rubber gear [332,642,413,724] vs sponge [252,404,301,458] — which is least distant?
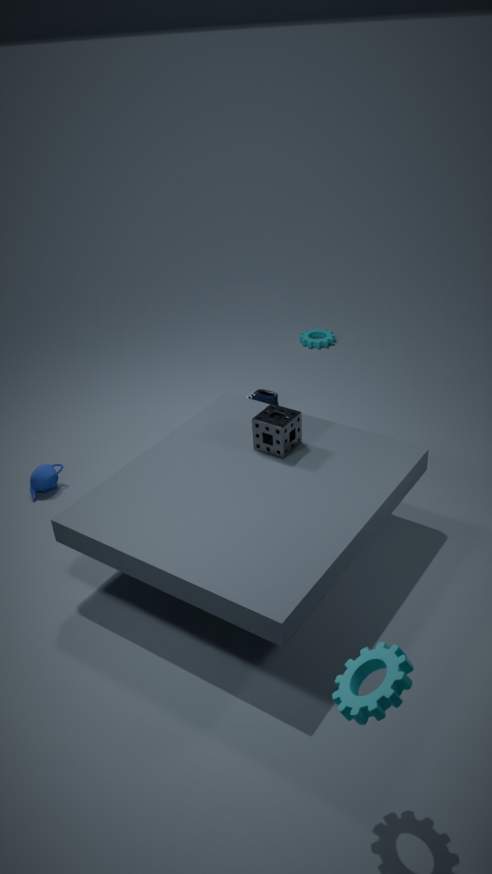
rubber gear [332,642,413,724]
